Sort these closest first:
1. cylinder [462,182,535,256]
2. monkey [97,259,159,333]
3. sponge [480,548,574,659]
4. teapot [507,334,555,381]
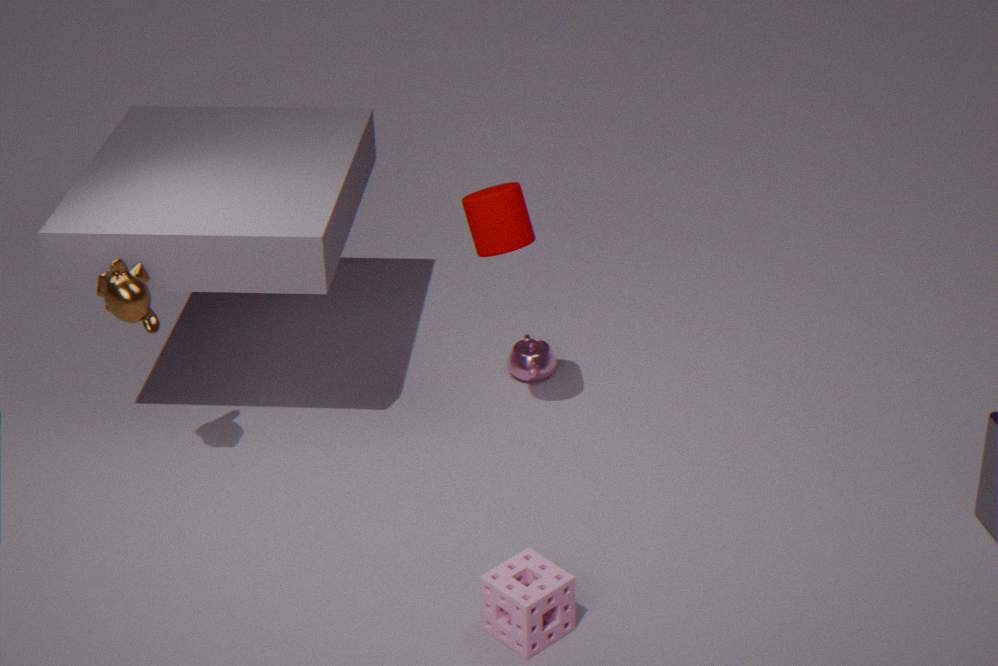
1. sponge [480,548,574,659]
2. monkey [97,259,159,333]
3. cylinder [462,182,535,256]
4. teapot [507,334,555,381]
